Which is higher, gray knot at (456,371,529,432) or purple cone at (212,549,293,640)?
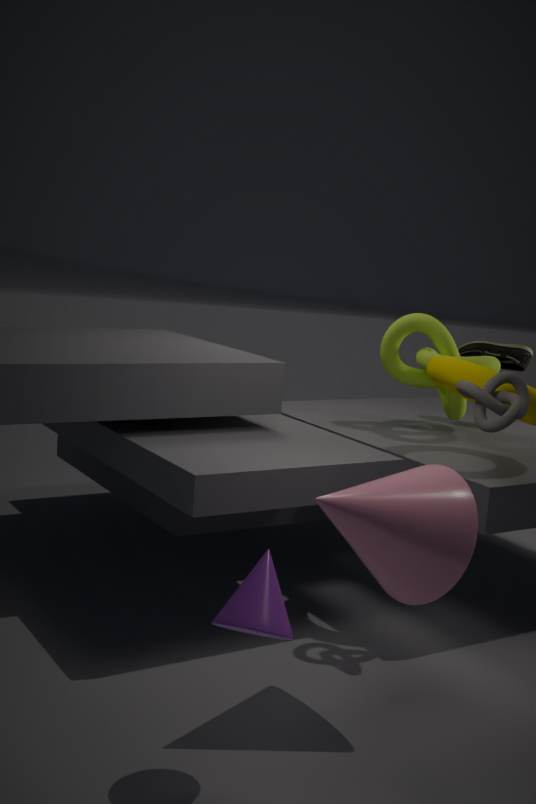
gray knot at (456,371,529,432)
